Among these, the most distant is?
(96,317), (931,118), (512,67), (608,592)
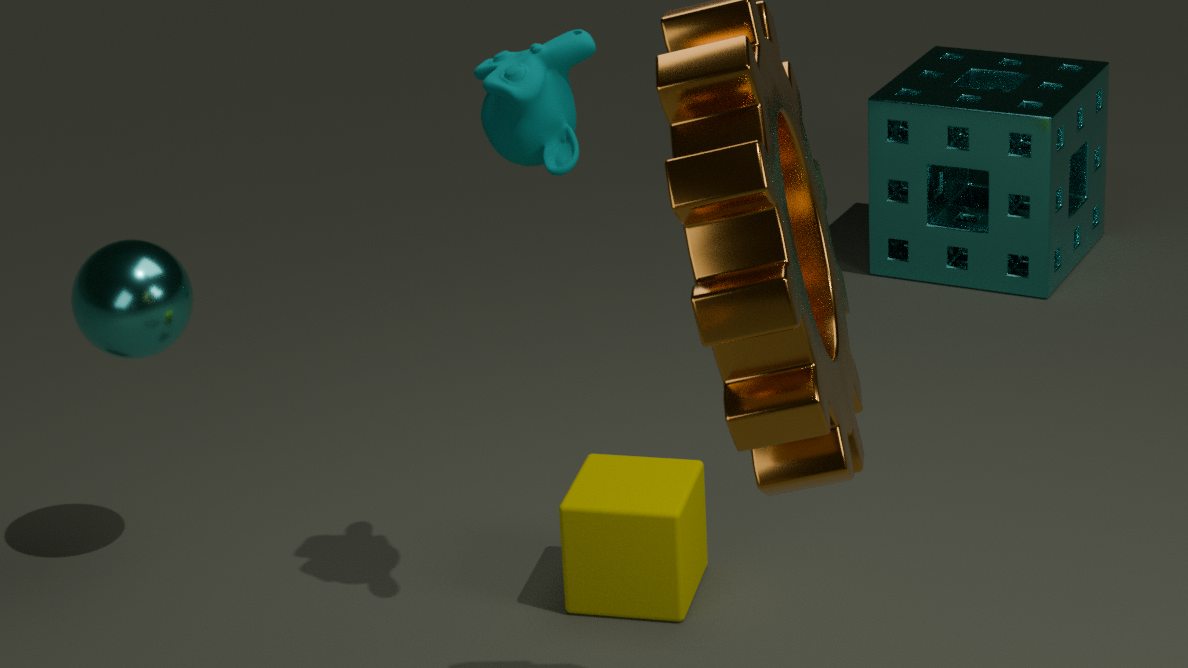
(931,118)
